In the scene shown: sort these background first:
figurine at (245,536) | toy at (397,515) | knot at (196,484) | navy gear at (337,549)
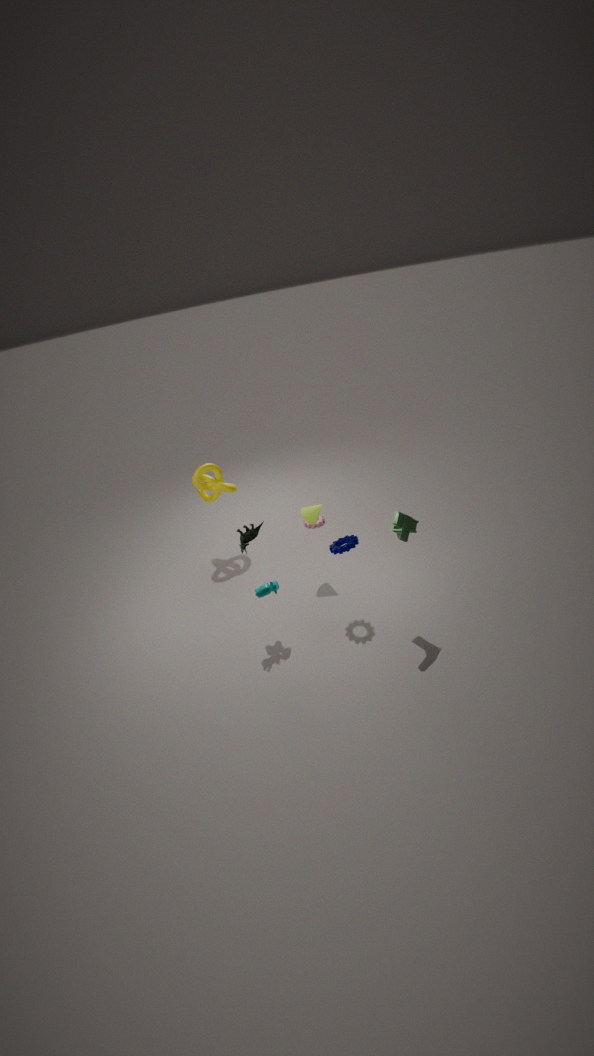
knot at (196,484) < navy gear at (337,549) < figurine at (245,536) < toy at (397,515)
